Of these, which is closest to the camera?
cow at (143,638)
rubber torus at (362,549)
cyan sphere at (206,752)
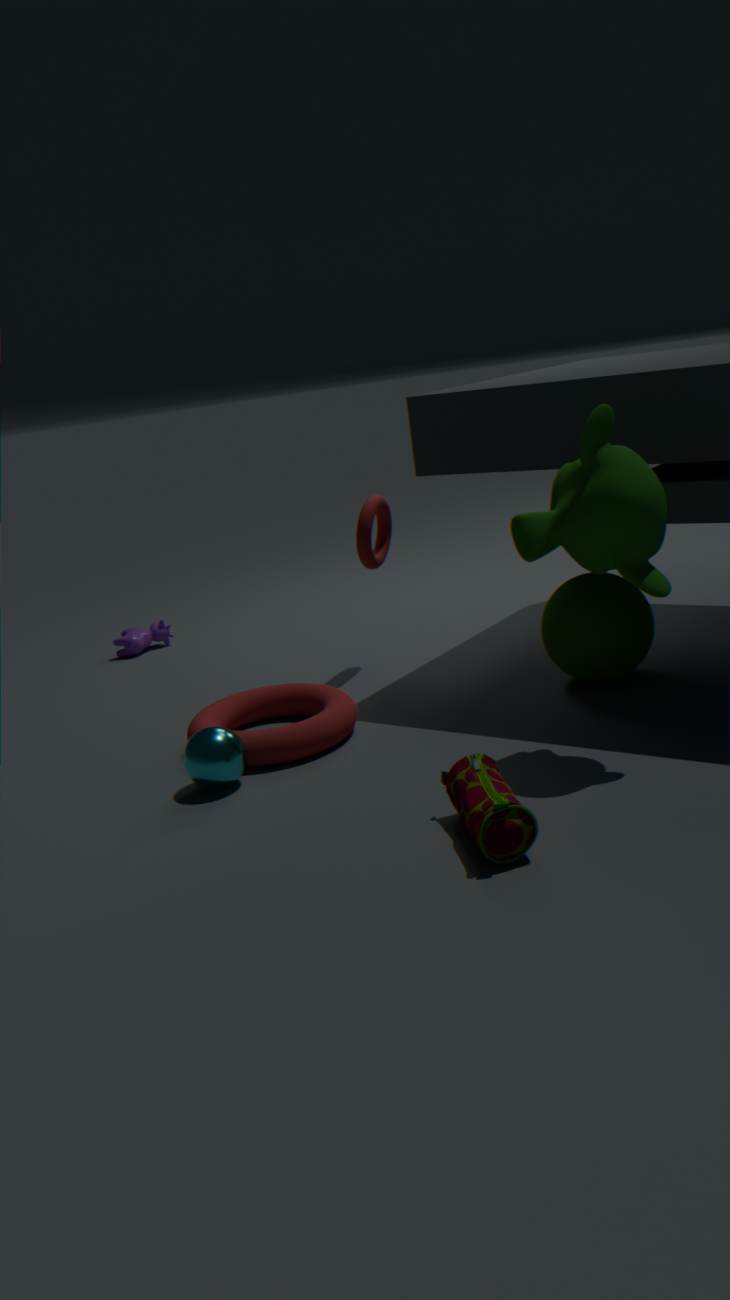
cyan sphere at (206,752)
